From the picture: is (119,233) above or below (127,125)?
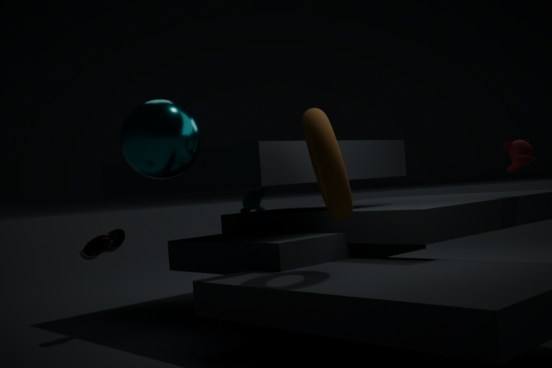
below
